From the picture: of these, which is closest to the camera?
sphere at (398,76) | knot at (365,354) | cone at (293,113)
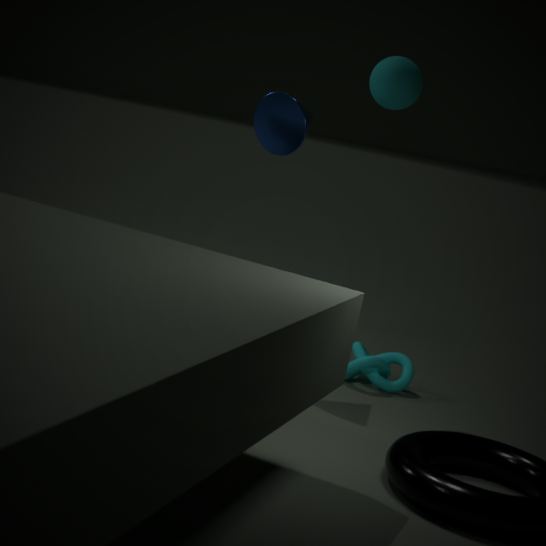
sphere at (398,76)
